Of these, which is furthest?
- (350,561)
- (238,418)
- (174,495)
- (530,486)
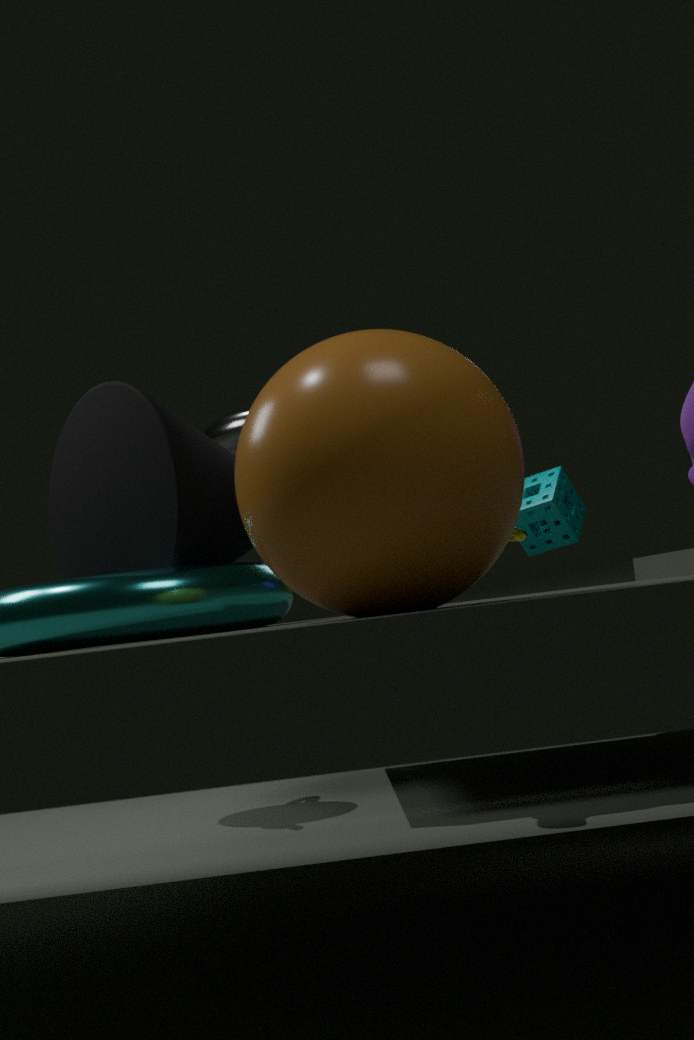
(530,486)
